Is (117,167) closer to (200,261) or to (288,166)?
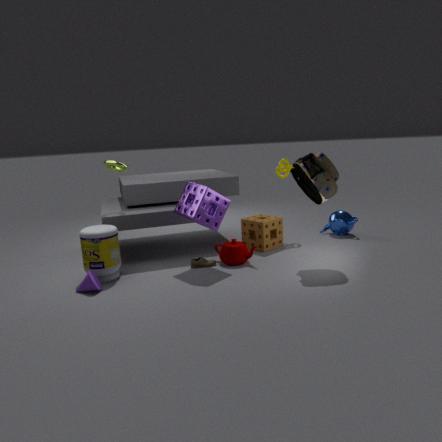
(200,261)
